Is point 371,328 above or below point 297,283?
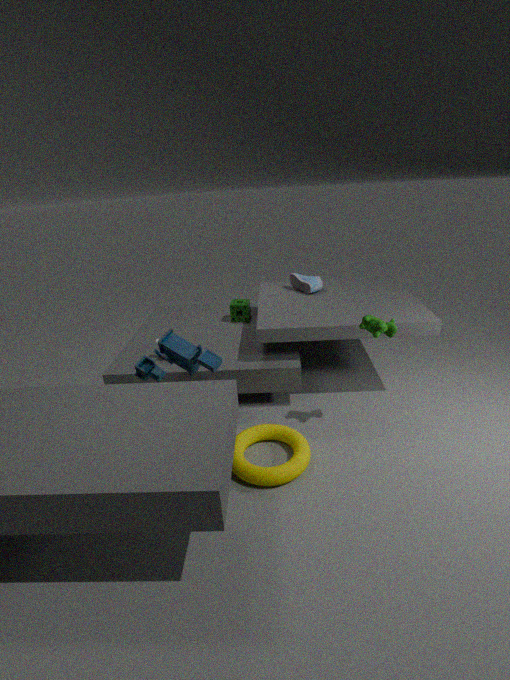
above
